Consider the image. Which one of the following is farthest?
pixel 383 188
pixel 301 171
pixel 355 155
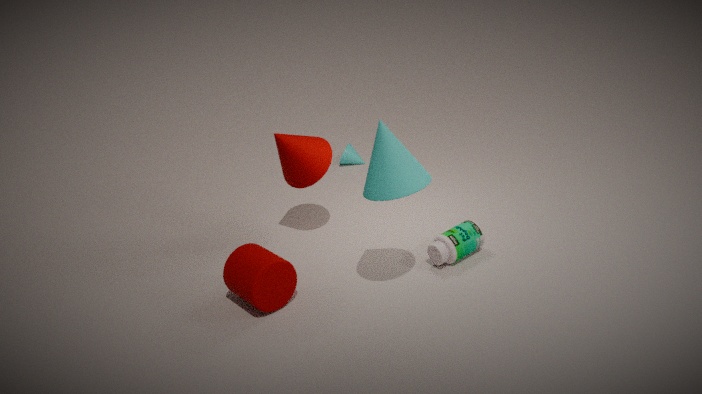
pixel 355 155
